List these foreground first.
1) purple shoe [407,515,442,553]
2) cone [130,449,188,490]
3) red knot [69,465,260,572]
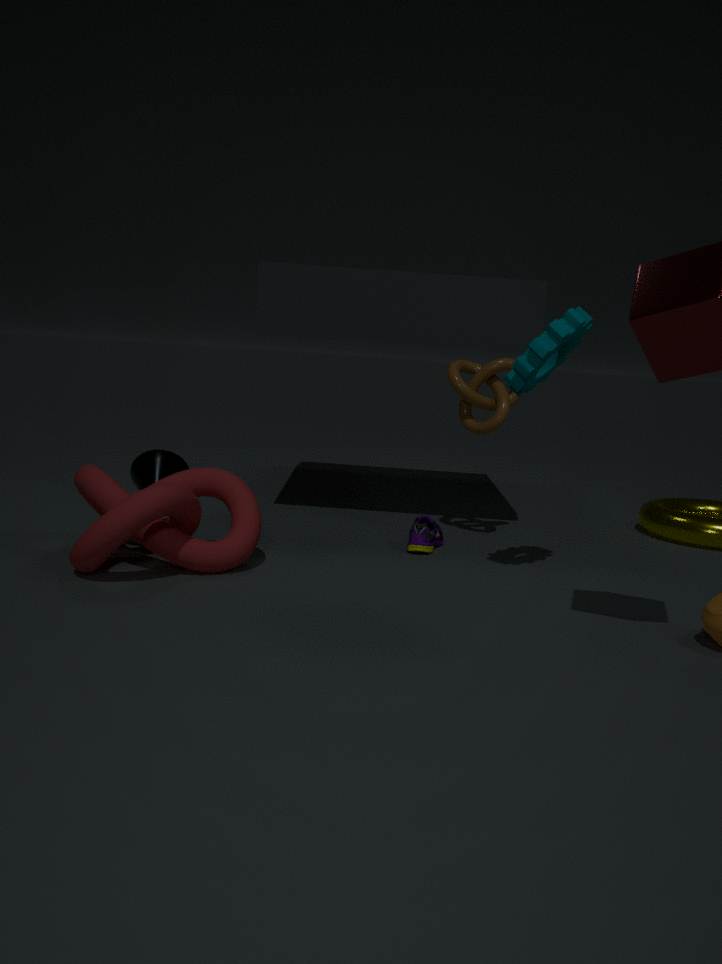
1. 3. red knot [69,465,260,572]
2. 1. purple shoe [407,515,442,553]
3. 2. cone [130,449,188,490]
